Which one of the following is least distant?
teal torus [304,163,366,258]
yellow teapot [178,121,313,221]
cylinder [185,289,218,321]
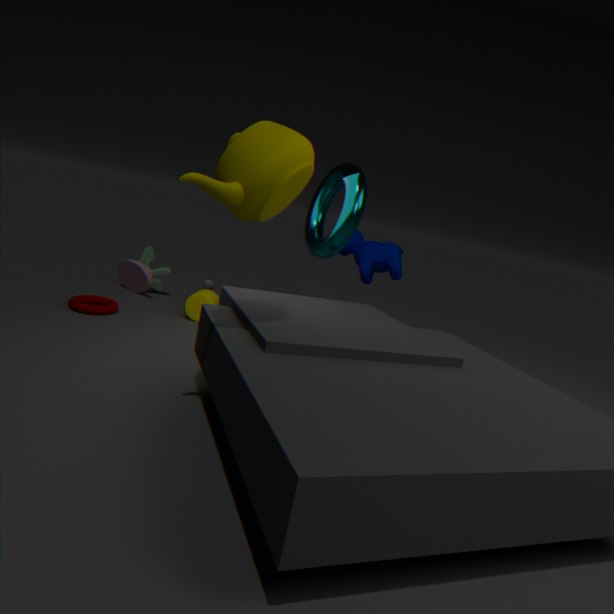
yellow teapot [178,121,313,221]
